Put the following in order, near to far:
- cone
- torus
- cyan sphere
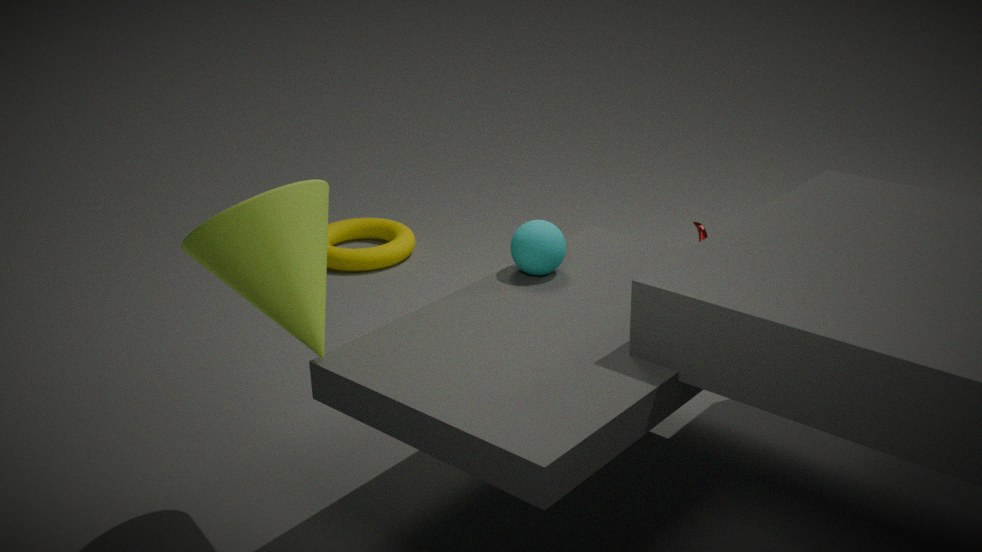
1. cone
2. cyan sphere
3. torus
